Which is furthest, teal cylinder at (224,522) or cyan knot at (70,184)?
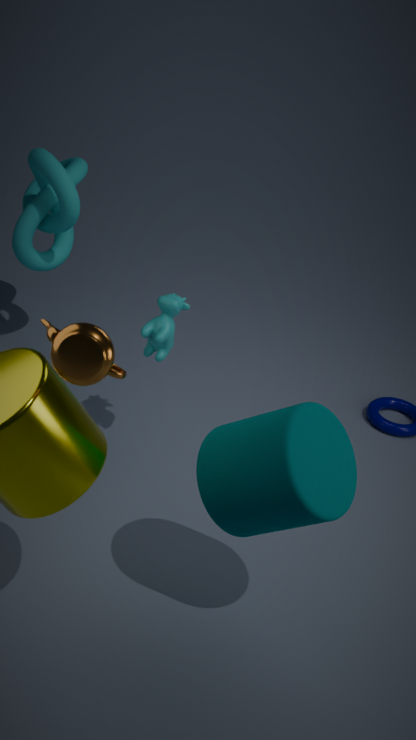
cyan knot at (70,184)
